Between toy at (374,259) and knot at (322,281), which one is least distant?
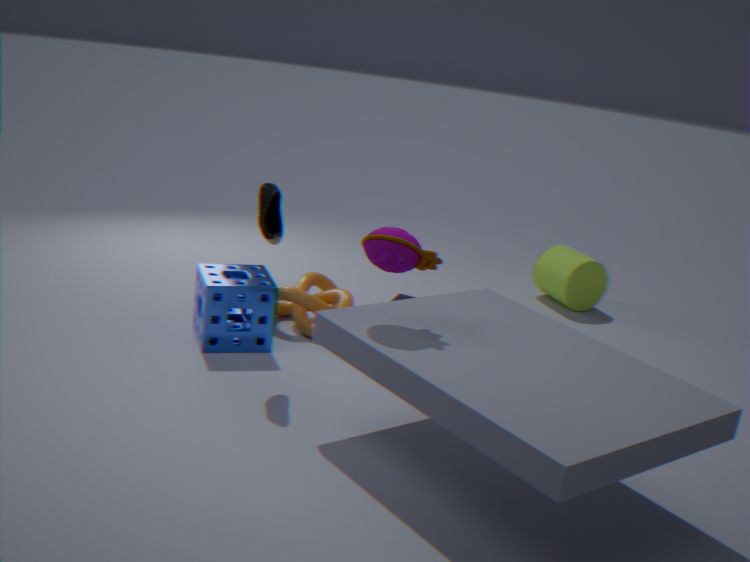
toy at (374,259)
